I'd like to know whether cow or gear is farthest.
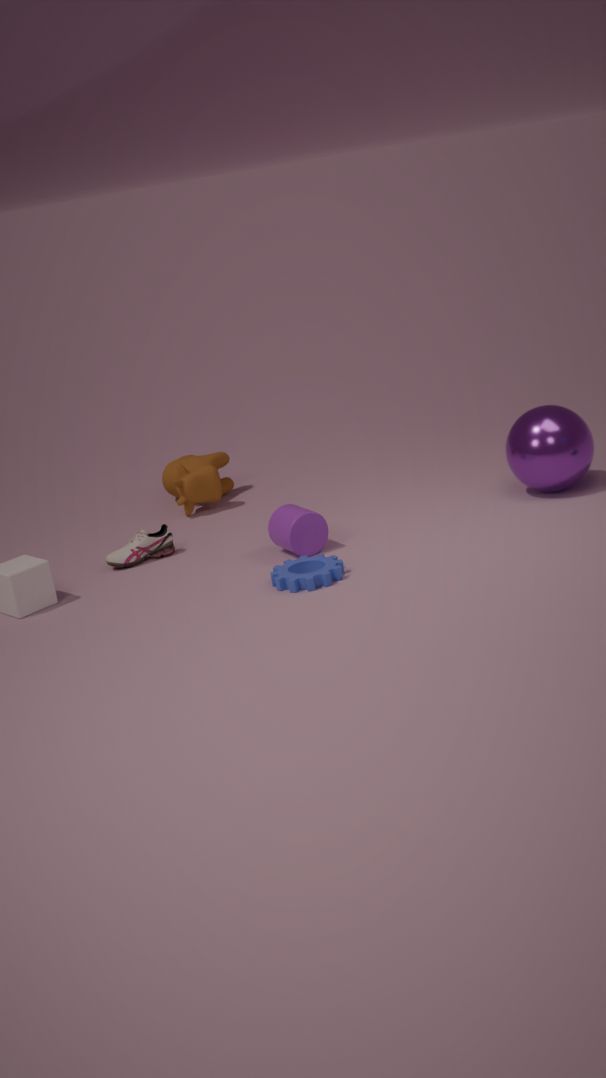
cow
